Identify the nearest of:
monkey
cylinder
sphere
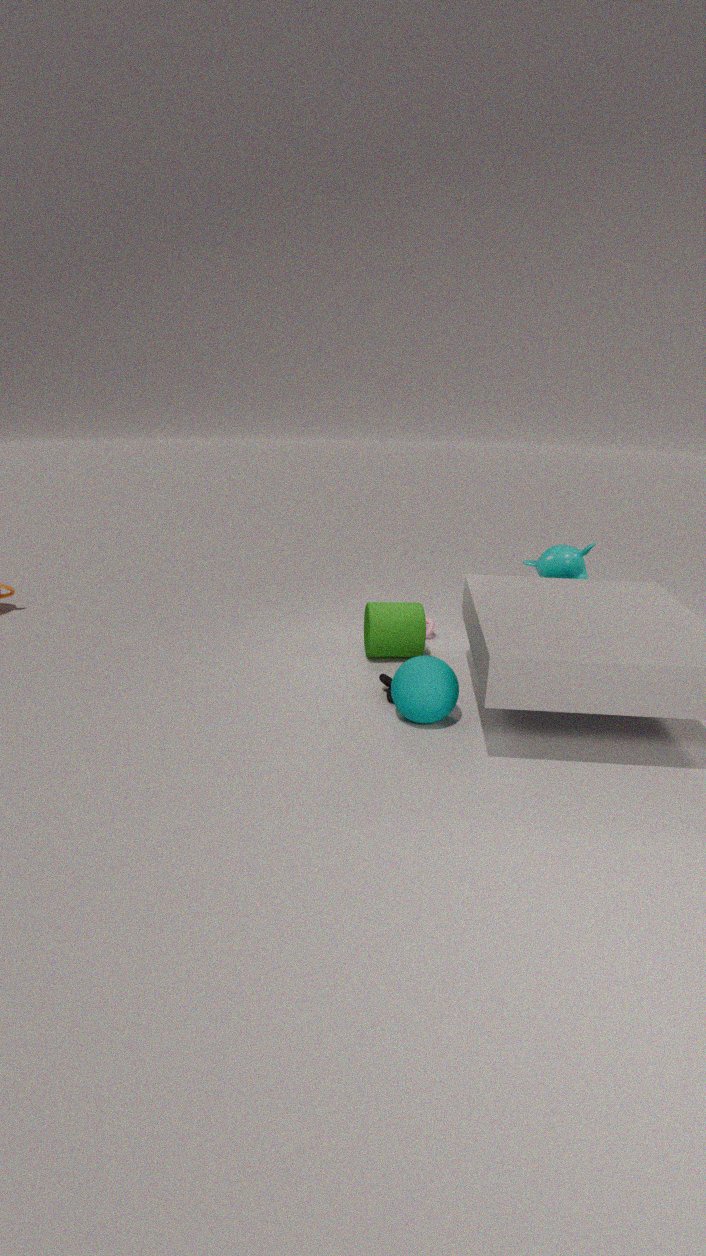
sphere
